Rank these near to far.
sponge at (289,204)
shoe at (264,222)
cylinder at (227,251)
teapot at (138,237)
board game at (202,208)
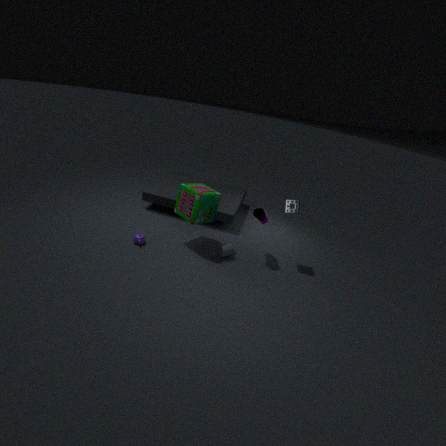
board game at (202,208) → shoe at (264,222) → sponge at (289,204) → teapot at (138,237) → cylinder at (227,251)
